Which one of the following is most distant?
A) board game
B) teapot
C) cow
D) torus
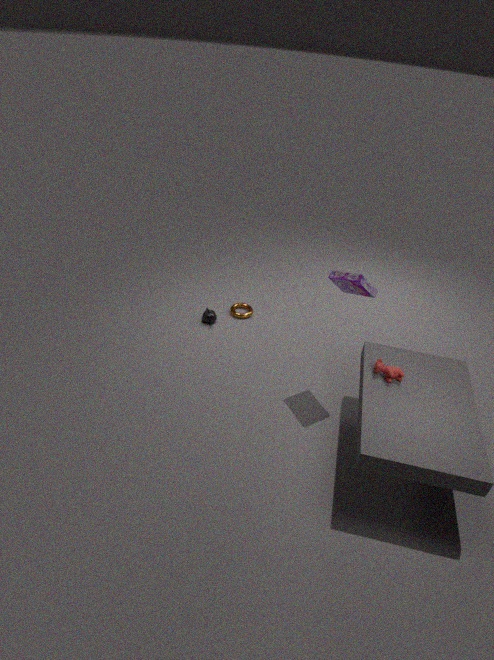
torus
